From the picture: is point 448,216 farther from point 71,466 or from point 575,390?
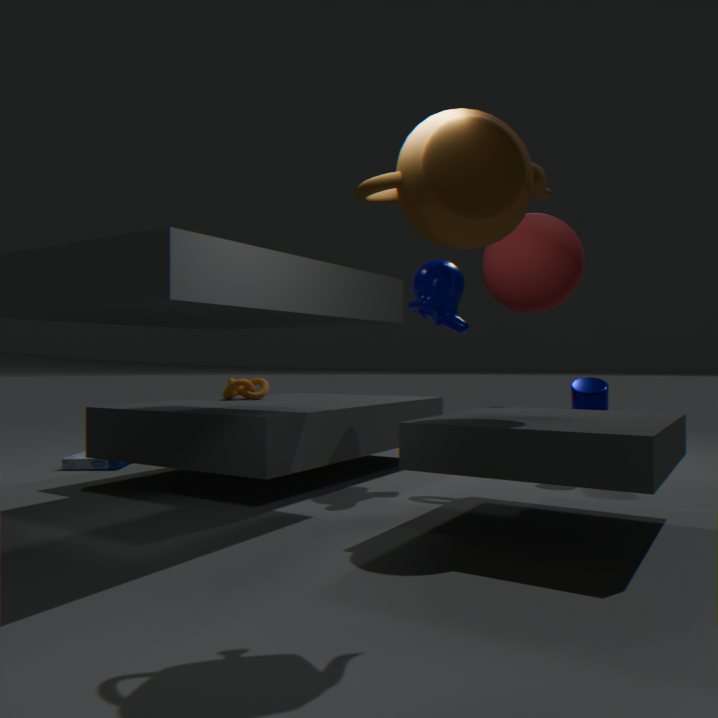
point 71,466
